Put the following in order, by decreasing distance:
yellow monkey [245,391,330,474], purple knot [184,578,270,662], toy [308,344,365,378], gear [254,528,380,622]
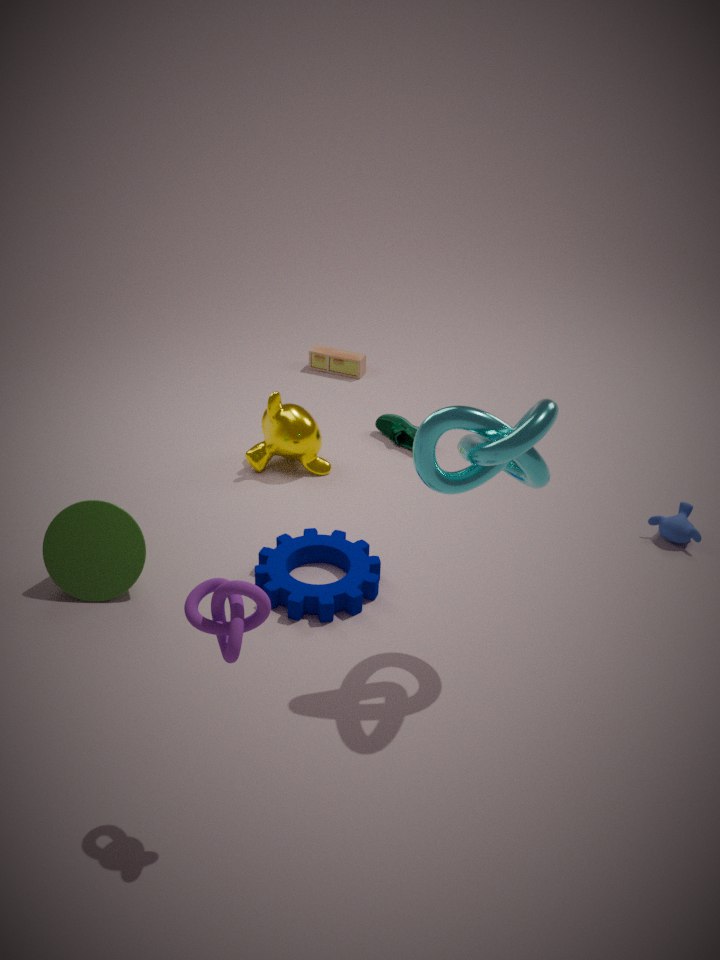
toy [308,344,365,378], yellow monkey [245,391,330,474], gear [254,528,380,622], purple knot [184,578,270,662]
